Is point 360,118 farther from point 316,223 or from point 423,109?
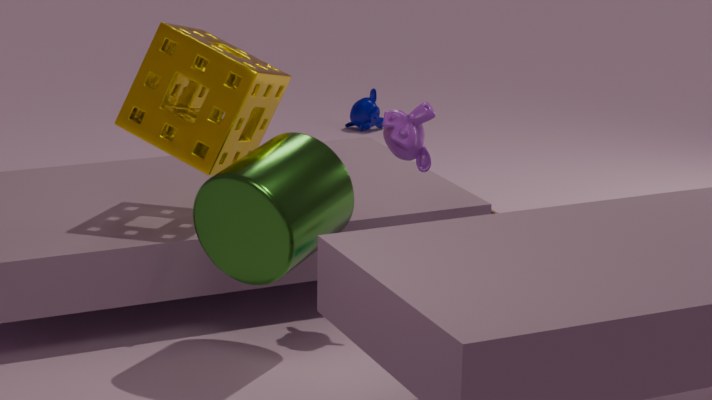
point 316,223
